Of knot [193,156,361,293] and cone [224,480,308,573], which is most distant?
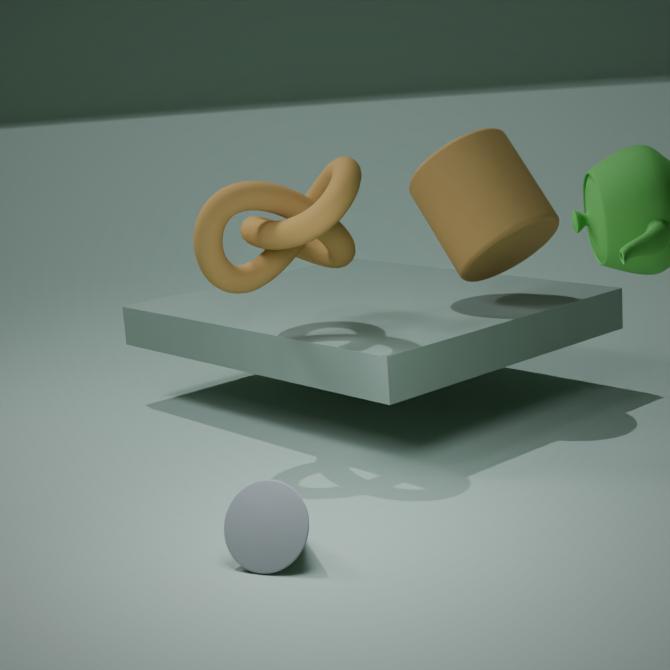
knot [193,156,361,293]
